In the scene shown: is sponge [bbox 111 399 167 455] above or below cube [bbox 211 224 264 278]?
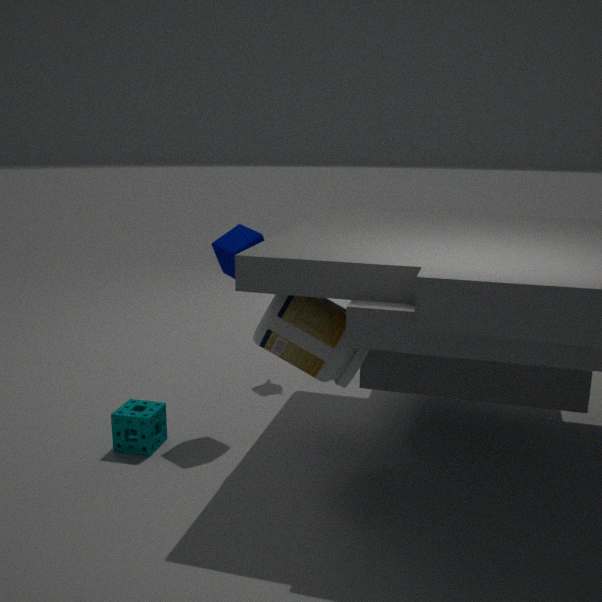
below
